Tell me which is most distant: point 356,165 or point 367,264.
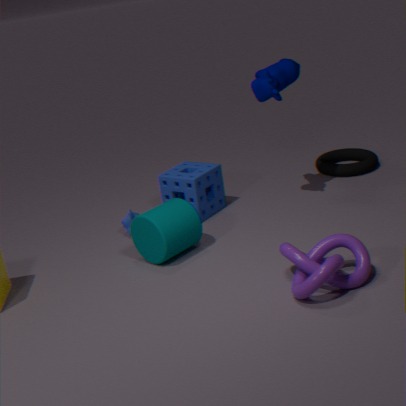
point 356,165
